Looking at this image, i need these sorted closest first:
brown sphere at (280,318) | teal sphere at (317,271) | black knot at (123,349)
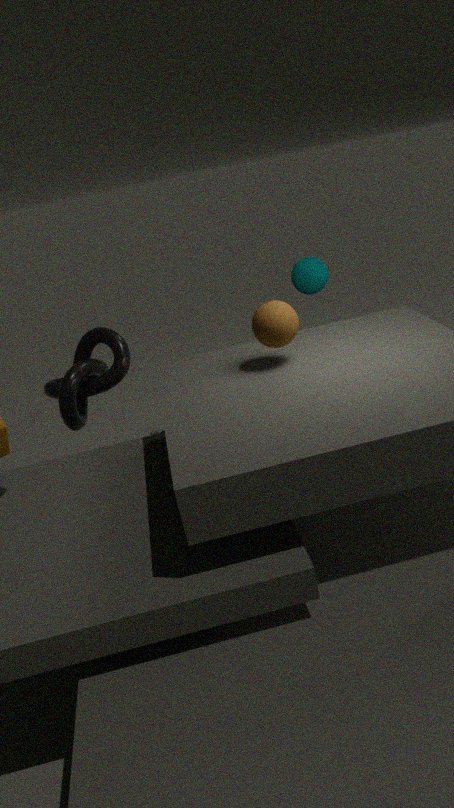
1. brown sphere at (280,318)
2. black knot at (123,349)
3. teal sphere at (317,271)
